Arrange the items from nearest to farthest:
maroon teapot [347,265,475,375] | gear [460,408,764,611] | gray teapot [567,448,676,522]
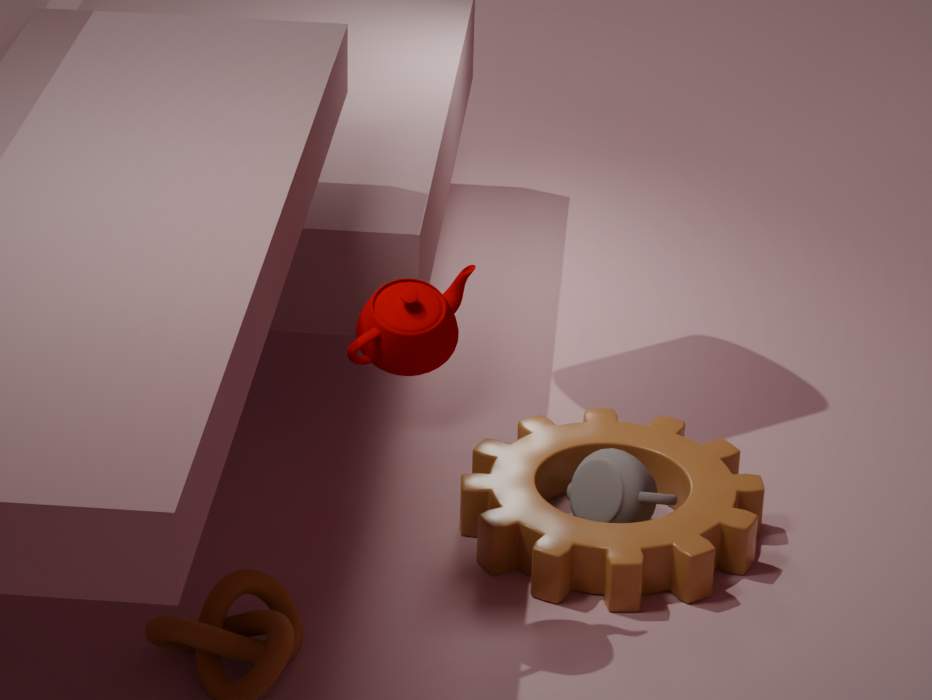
maroon teapot [347,265,475,375] → gear [460,408,764,611] → gray teapot [567,448,676,522]
